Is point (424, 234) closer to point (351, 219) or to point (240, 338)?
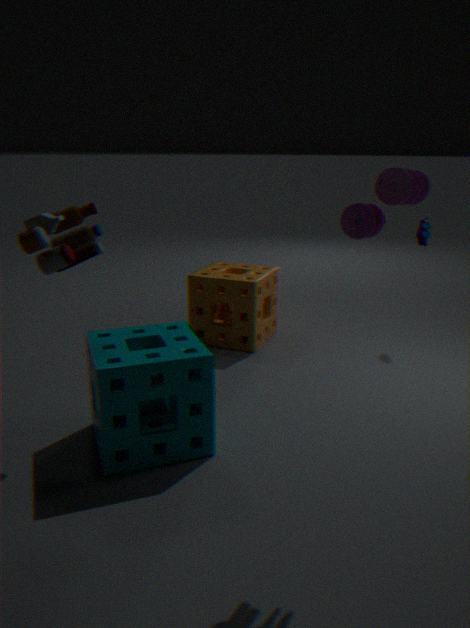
point (240, 338)
